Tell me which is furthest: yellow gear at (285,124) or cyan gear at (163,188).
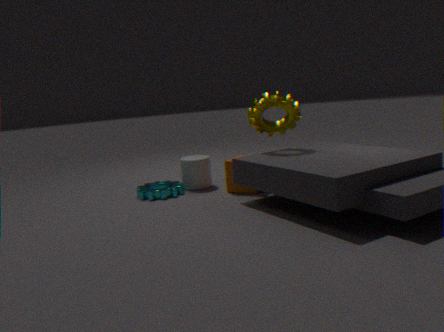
cyan gear at (163,188)
